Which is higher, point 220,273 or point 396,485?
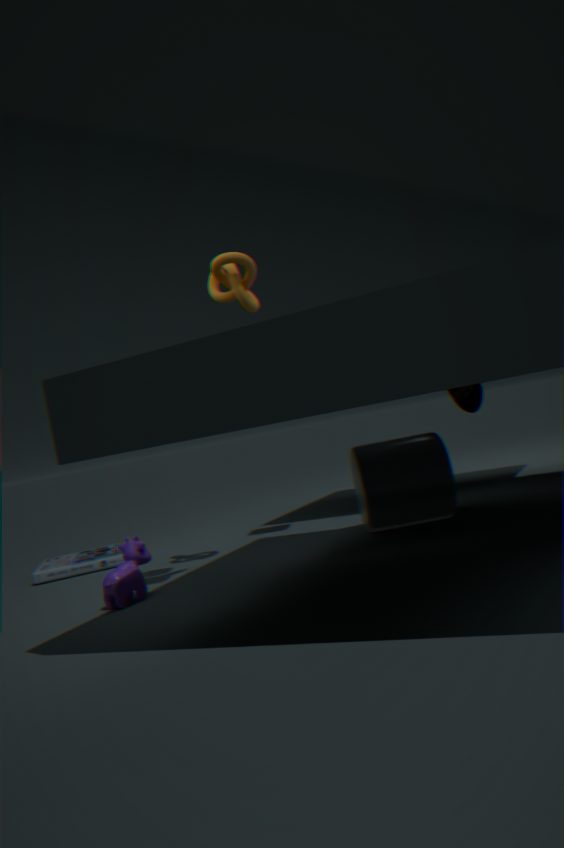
point 220,273
